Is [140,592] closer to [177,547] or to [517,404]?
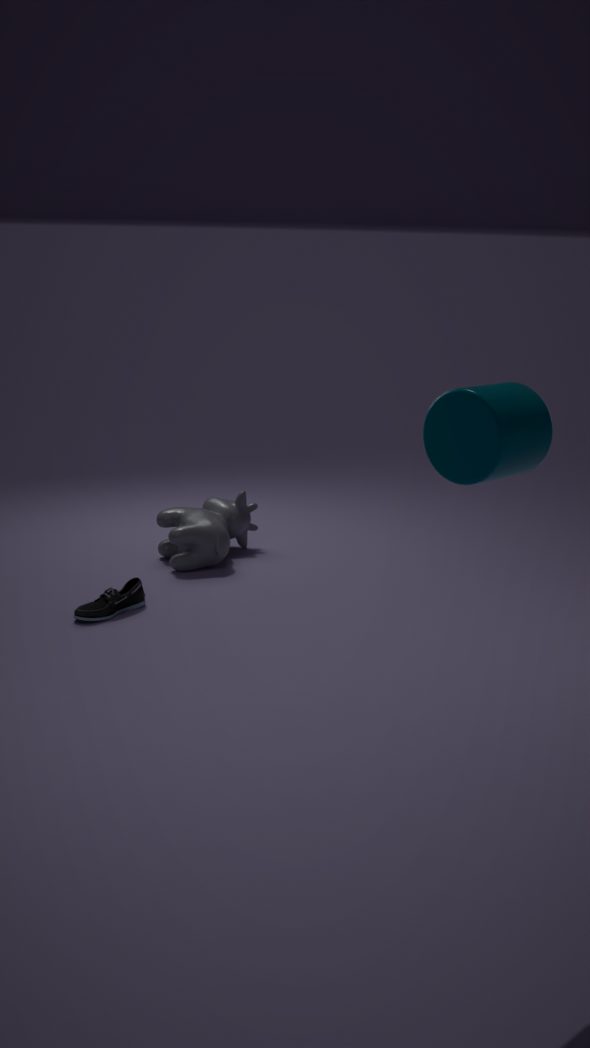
[177,547]
